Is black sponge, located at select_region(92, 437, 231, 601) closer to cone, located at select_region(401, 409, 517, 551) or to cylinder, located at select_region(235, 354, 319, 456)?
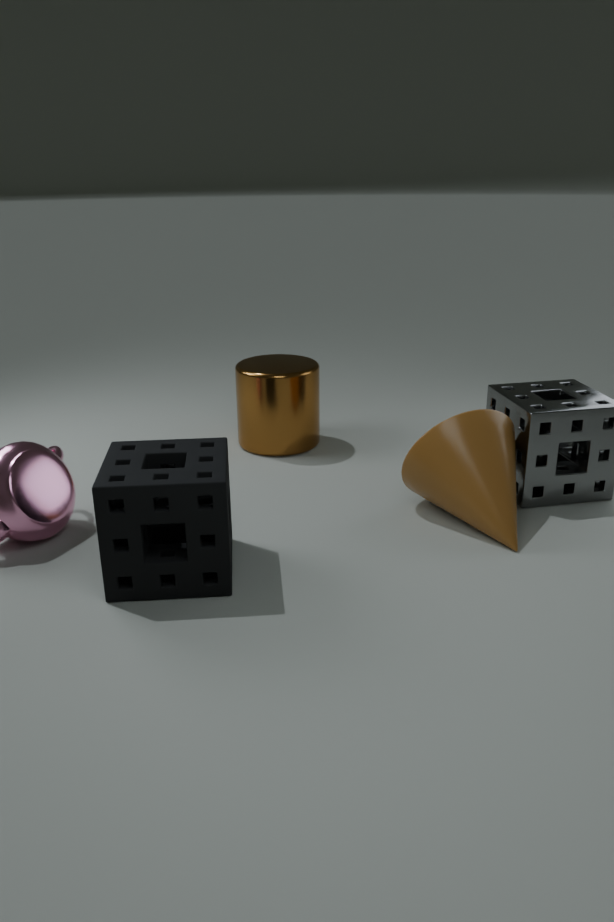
cone, located at select_region(401, 409, 517, 551)
